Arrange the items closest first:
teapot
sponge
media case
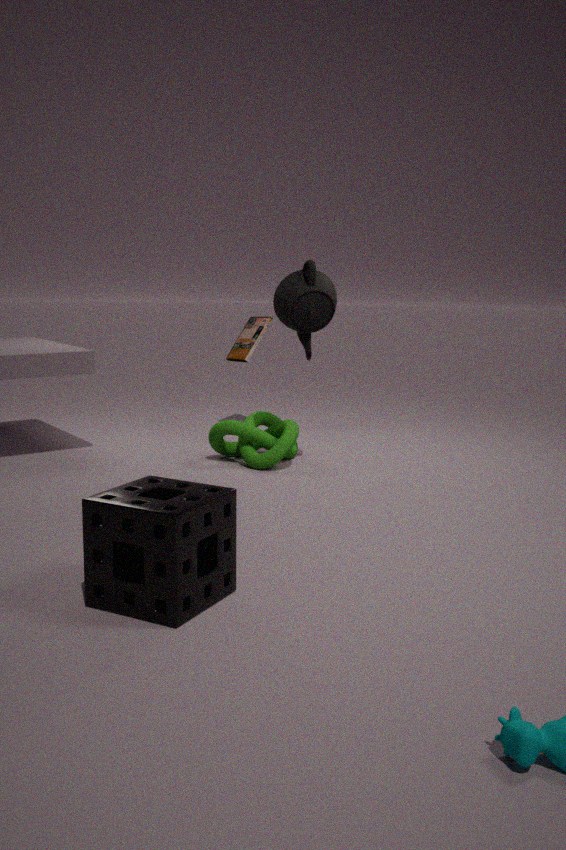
sponge < teapot < media case
